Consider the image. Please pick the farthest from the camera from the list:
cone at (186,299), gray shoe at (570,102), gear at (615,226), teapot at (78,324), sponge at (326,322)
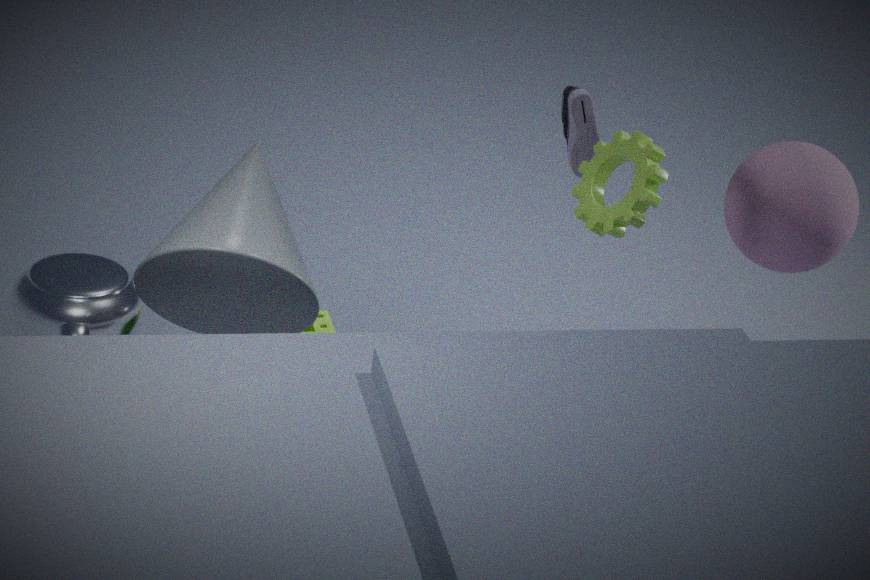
sponge at (326,322)
